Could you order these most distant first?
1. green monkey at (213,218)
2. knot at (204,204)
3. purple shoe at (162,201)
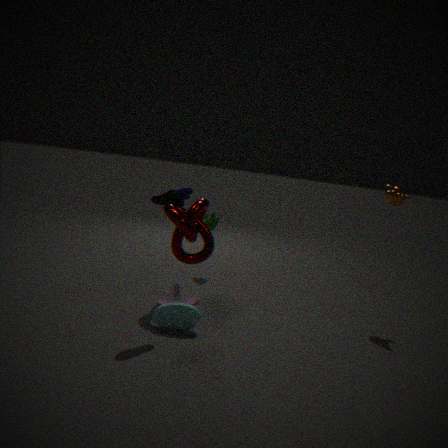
1. green monkey at (213,218)
2. knot at (204,204)
3. purple shoe at (162,201)
